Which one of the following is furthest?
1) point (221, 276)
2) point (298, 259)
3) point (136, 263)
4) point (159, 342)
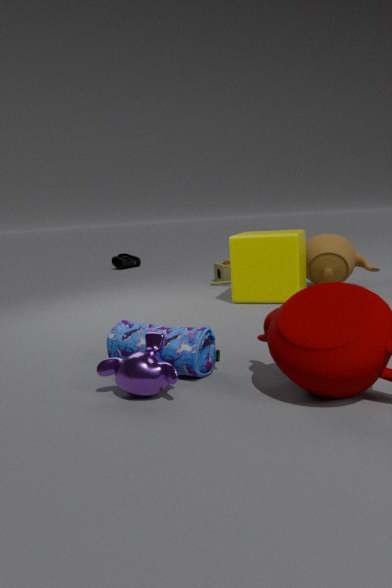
3. point (136, 263)
